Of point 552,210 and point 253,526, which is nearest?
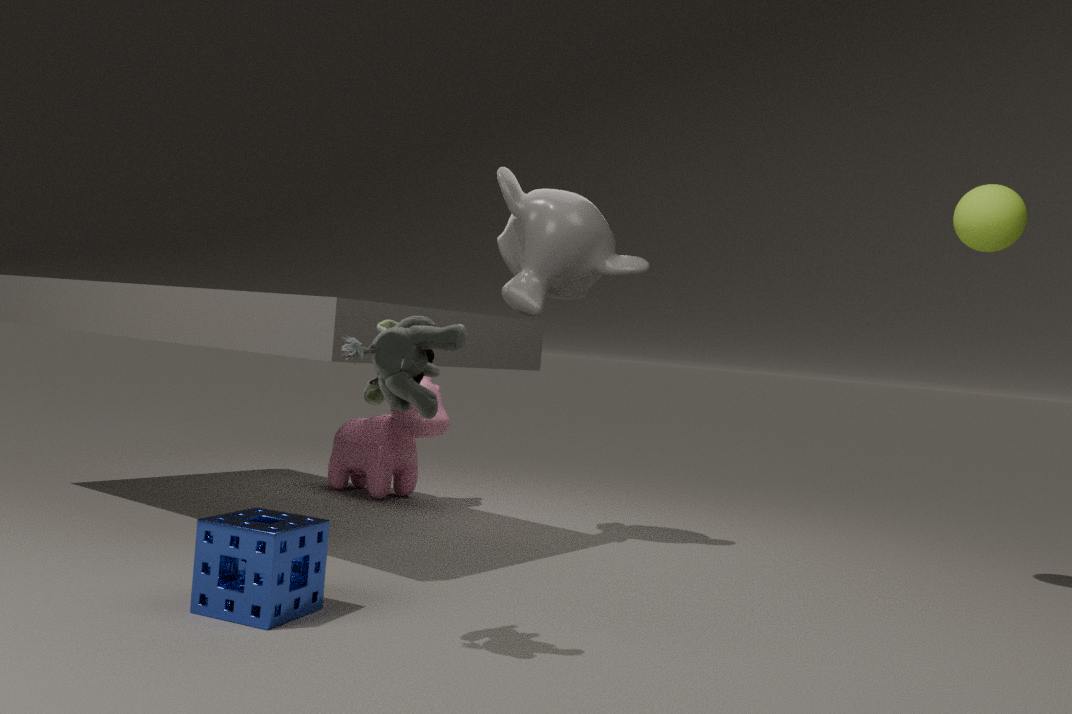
point 253,526
